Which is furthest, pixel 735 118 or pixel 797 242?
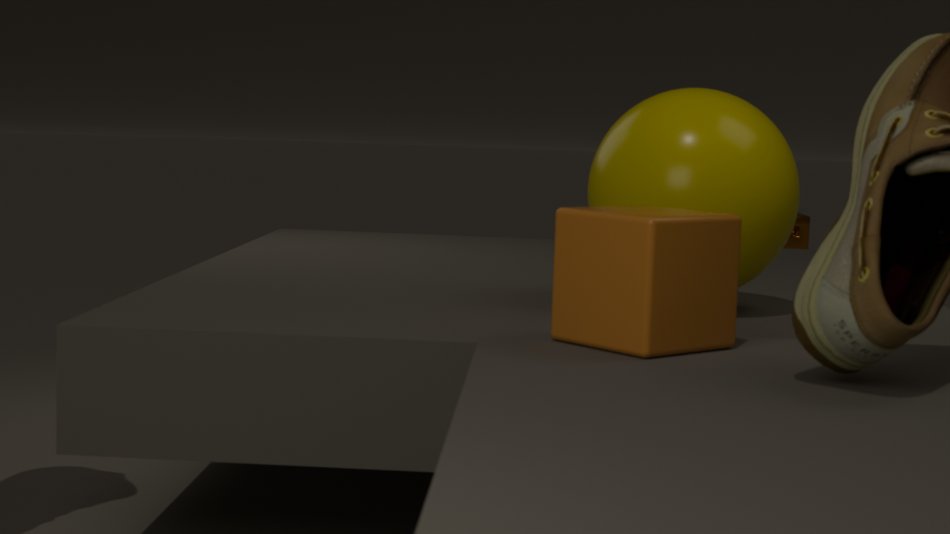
pixel 797 242
